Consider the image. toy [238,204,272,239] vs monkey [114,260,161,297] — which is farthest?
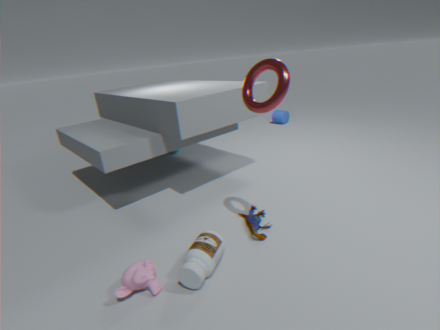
toy [238,204,272,239]
